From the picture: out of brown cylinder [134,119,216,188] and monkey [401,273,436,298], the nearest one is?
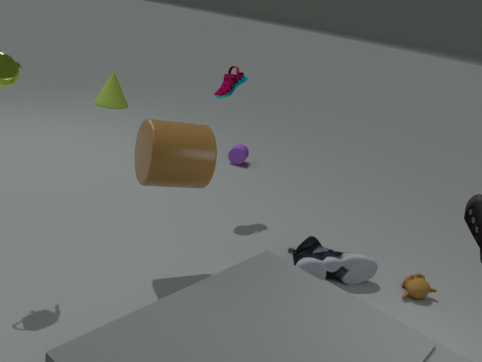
brown cylinder [134,119,216,188]
